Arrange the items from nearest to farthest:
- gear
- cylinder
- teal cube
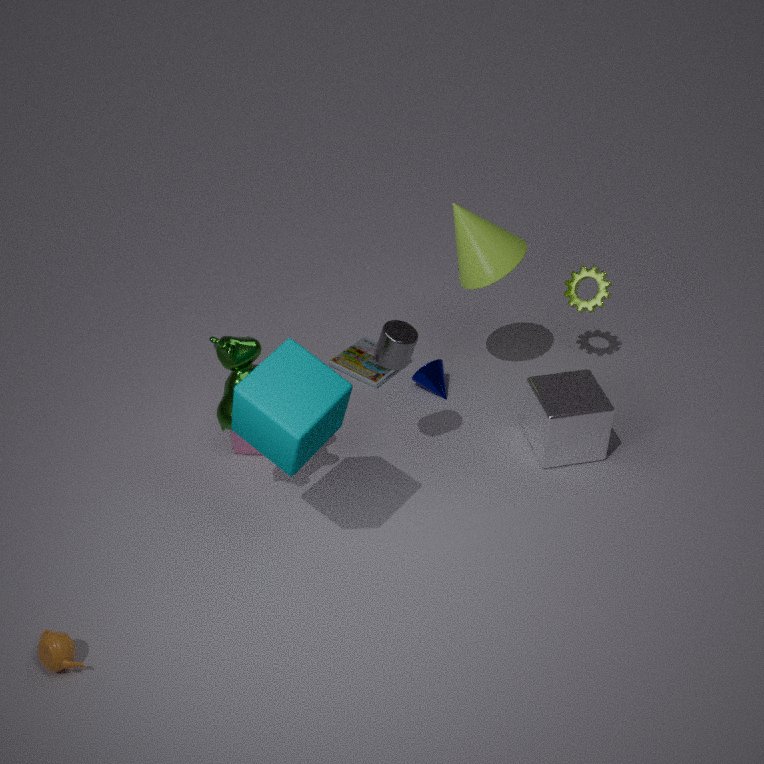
1. teal cube
2. cylinder
3. gear
